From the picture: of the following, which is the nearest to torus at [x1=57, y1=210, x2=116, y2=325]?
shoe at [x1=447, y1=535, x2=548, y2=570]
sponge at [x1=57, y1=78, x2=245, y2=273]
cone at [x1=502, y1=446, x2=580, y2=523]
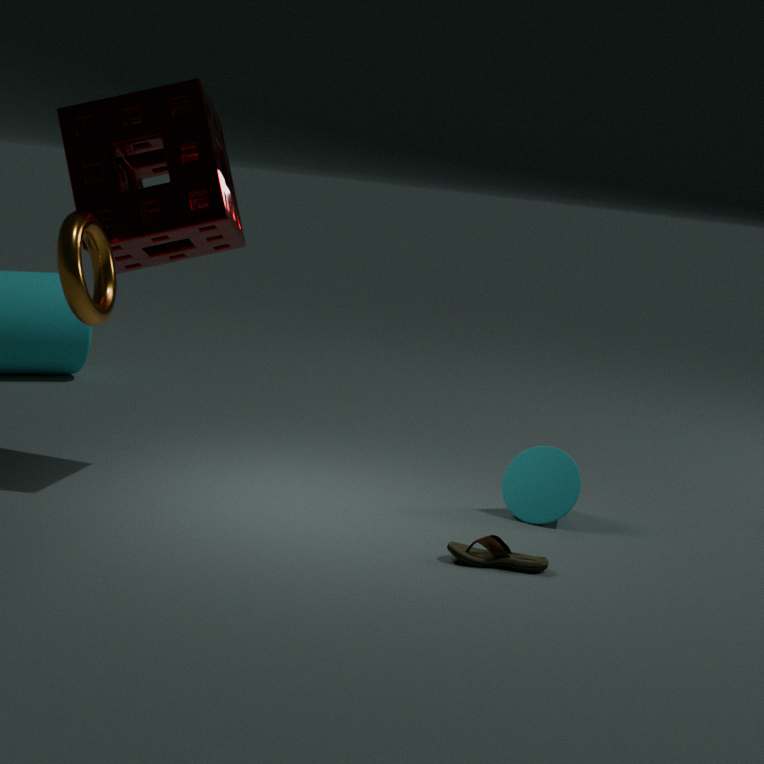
sponge at [x1=57, y1=78, x2=245, y2=273]
